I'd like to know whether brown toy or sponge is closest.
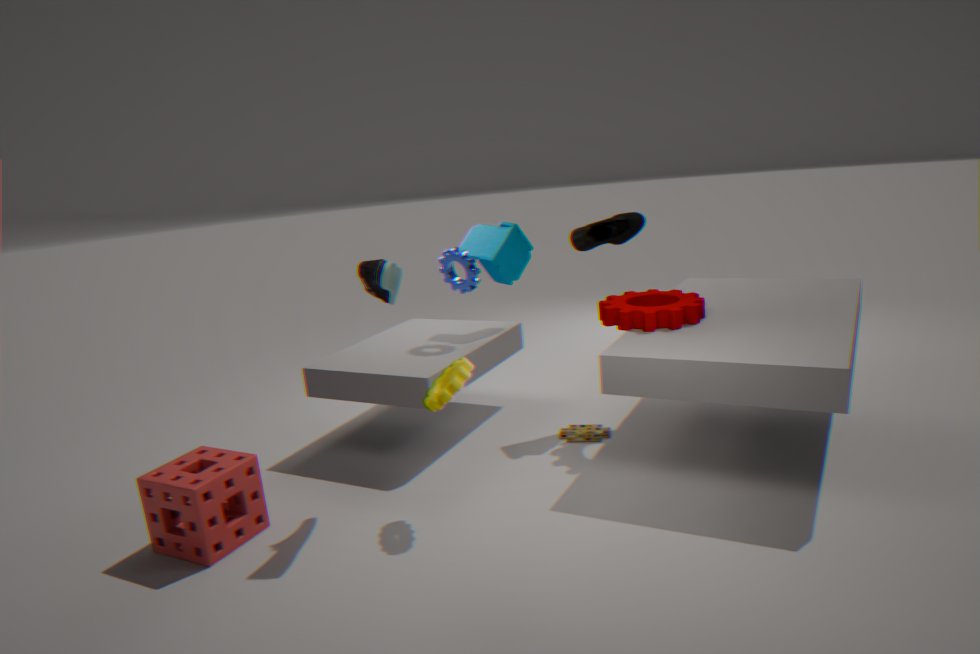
sponge
